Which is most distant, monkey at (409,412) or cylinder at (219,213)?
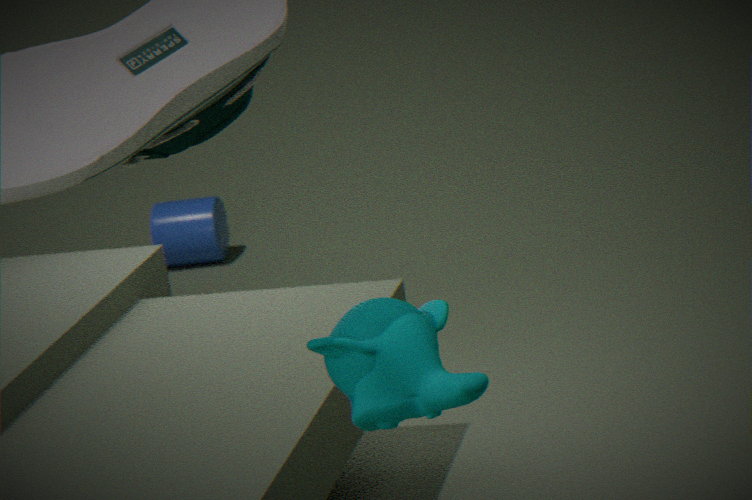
cylinder at (219,213)
